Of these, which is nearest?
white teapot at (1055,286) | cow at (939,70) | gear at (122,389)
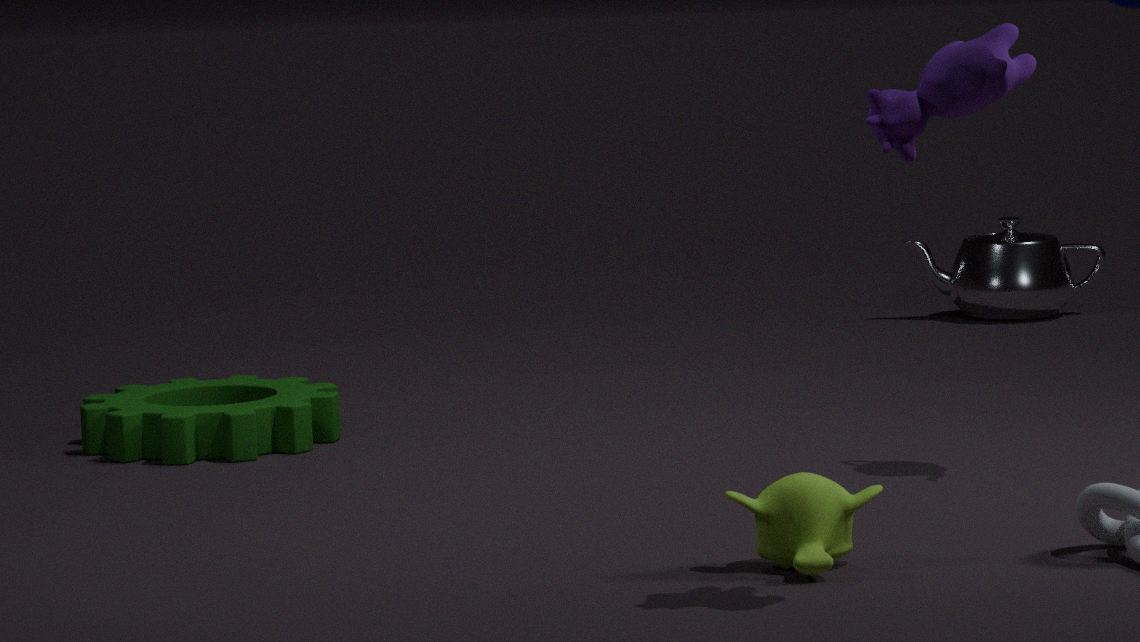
cow at (939,70)
